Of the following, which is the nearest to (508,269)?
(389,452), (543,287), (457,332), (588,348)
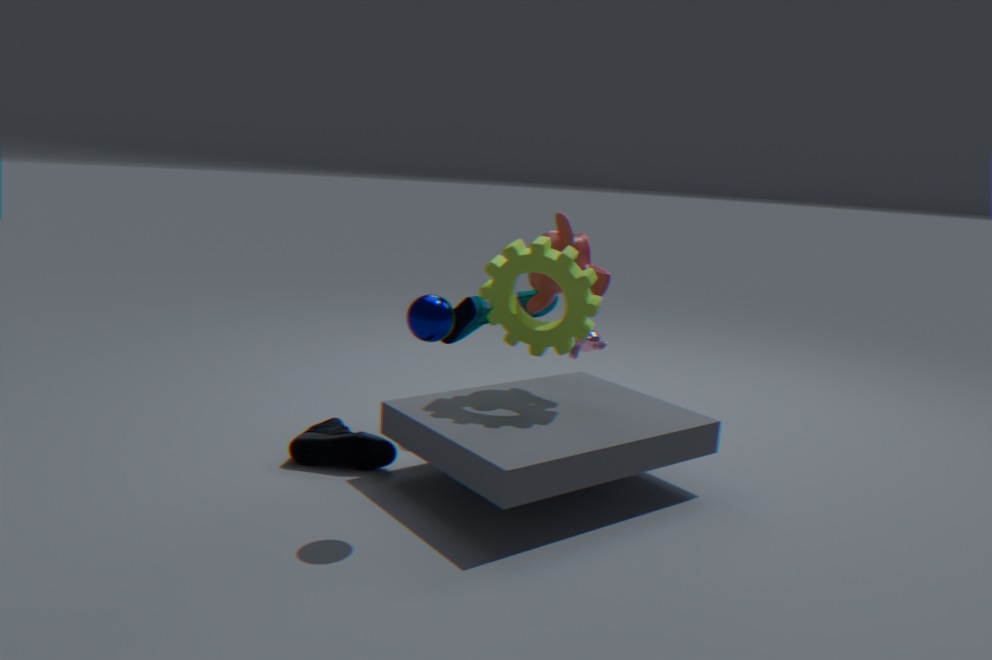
(543,287)
